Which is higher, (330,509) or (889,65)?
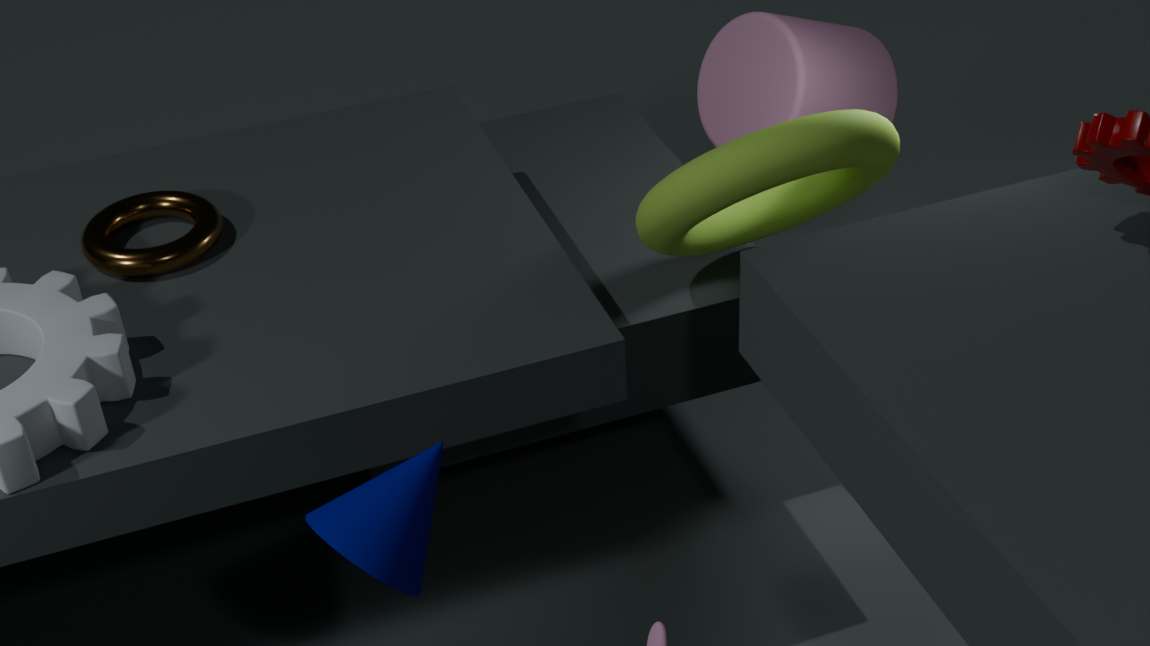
(330,509)
